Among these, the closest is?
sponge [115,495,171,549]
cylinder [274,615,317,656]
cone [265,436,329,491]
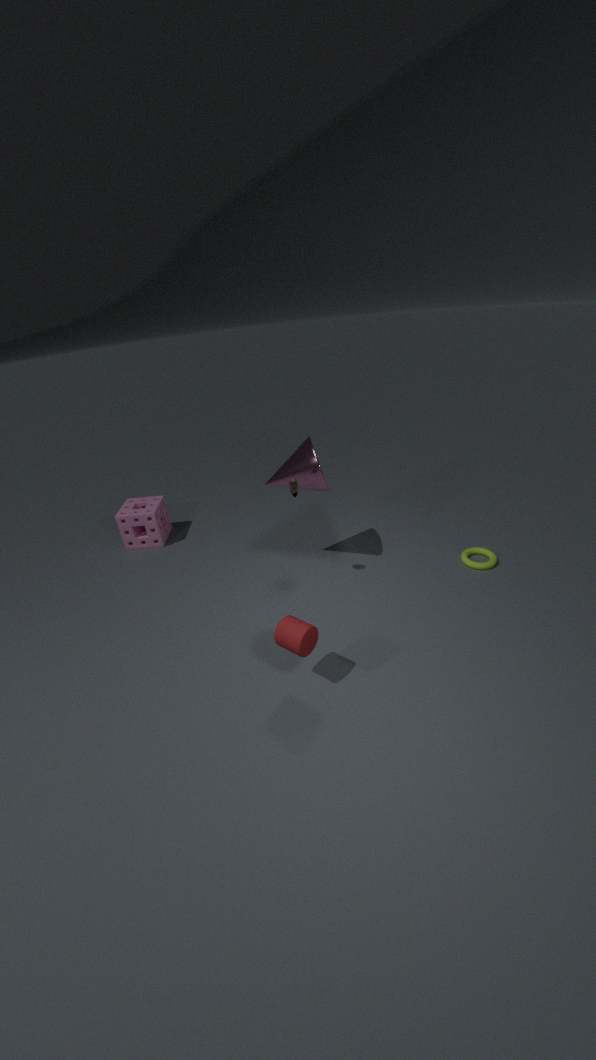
cylinder [274,615,317,656]
